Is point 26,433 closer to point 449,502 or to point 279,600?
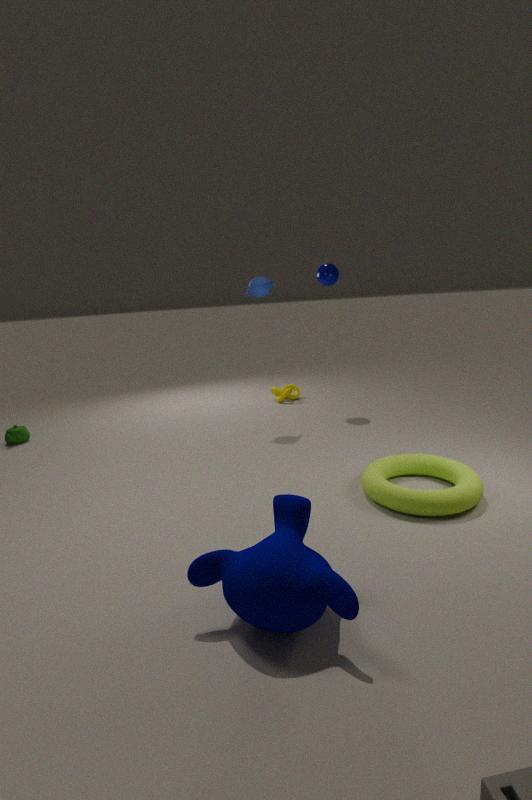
point 279,600
